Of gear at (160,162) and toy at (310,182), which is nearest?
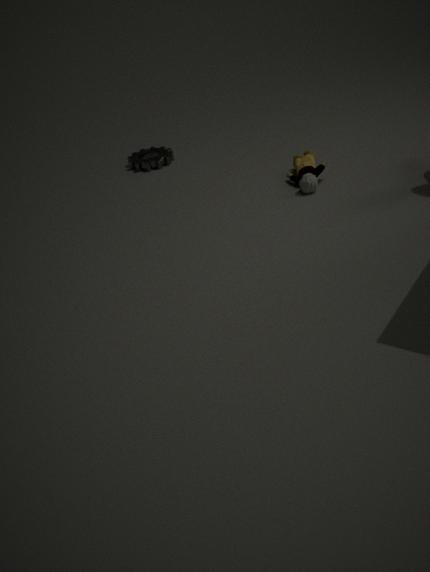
toy at (310,182)
